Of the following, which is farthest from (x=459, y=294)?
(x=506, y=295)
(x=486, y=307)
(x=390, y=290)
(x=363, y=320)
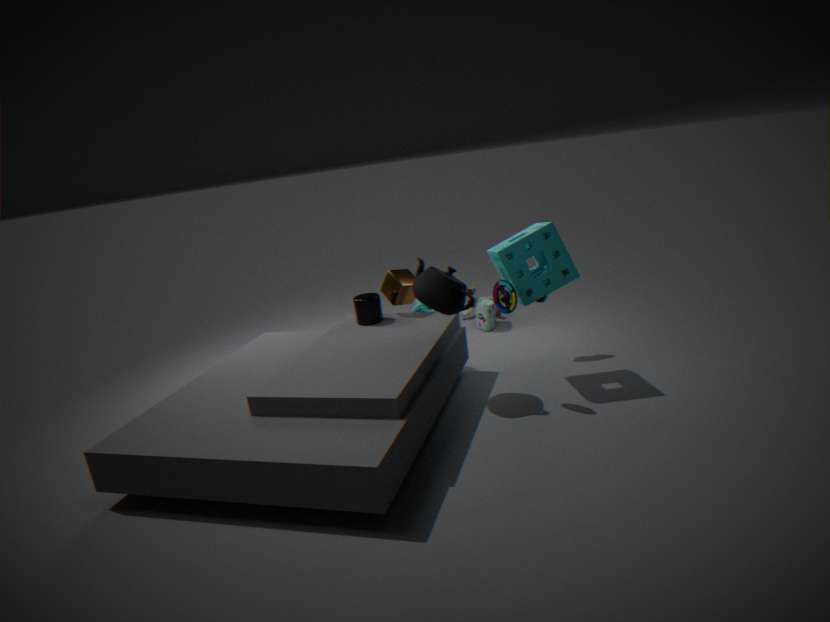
(x=486, y=307)
